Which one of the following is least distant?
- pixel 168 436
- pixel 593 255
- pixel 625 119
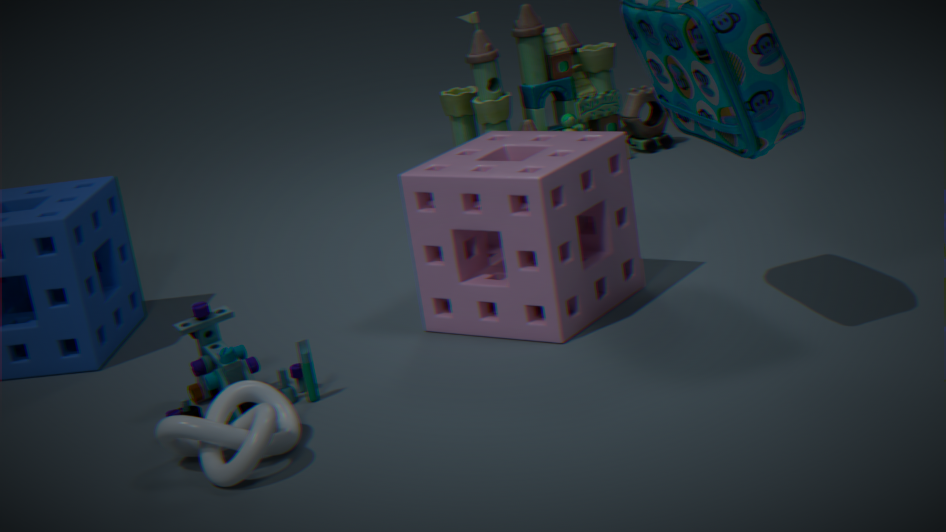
pixel 168 436
